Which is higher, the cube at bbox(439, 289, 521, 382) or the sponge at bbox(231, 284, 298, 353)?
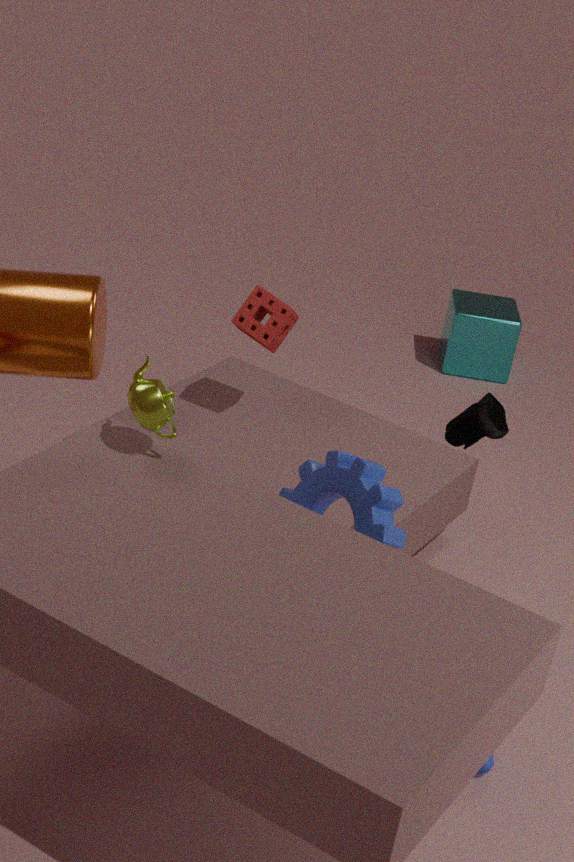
the sponge at bbox(231, 284, 298, 353)
